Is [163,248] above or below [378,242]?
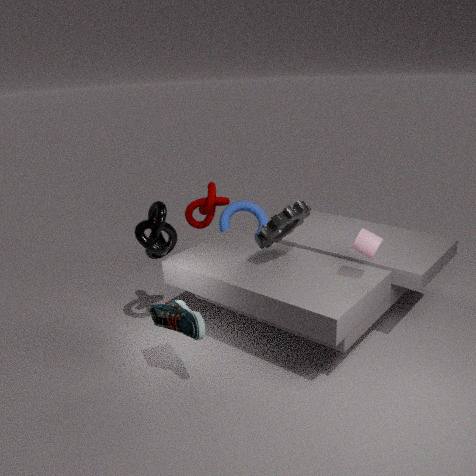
below
